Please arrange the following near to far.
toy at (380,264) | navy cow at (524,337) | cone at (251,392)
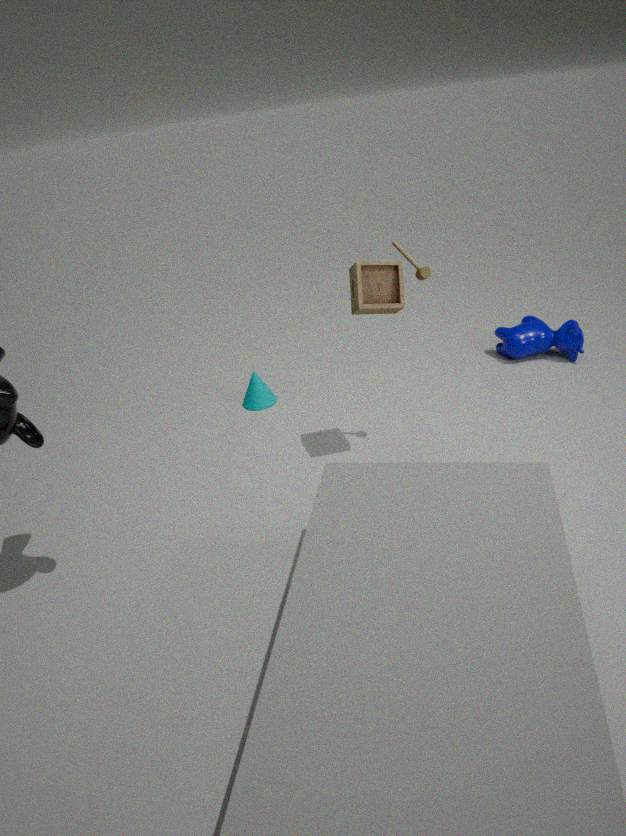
toy at (380,264), navy cow at (524,337), cone at (251,392)
